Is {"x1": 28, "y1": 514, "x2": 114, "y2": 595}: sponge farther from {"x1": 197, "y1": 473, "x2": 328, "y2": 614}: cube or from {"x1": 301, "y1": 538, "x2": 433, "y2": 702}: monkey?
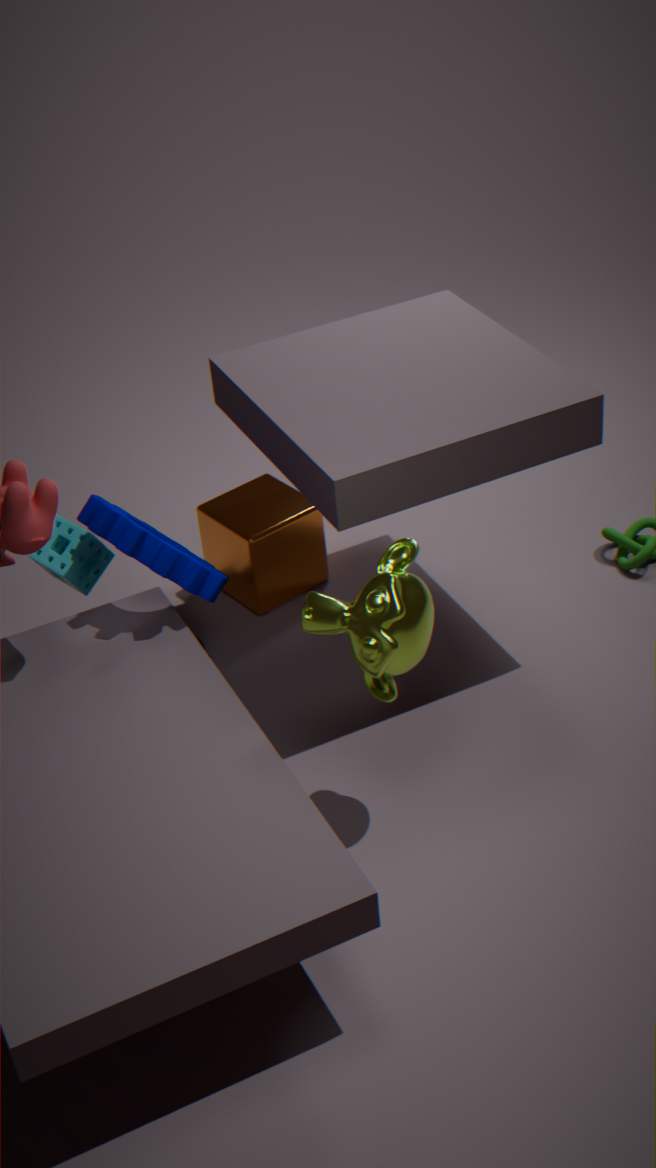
{"x1": 301, "y1": 538, "x2": 433, "y2": 702}: monkey
